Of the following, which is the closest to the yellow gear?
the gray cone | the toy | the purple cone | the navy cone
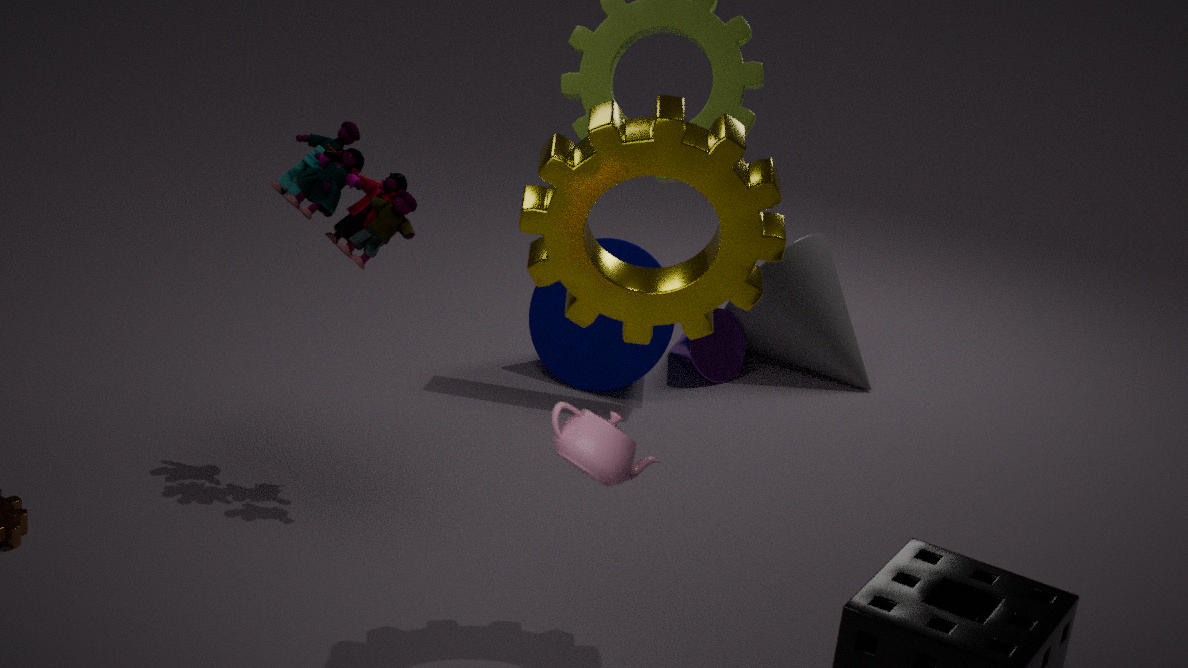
the toy
